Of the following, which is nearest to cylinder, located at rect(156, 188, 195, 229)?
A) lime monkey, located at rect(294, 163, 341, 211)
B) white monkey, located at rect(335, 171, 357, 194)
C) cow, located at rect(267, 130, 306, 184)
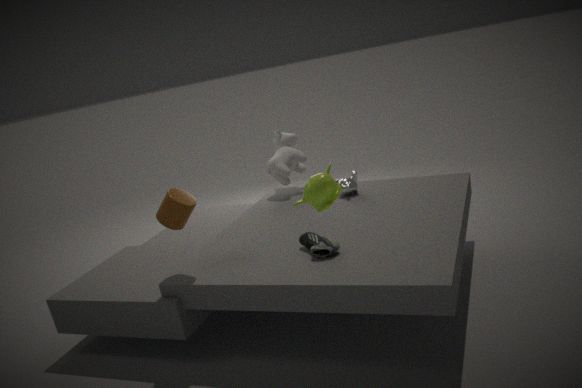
lime monkey, located at rect(294, 163, 341, 211)
